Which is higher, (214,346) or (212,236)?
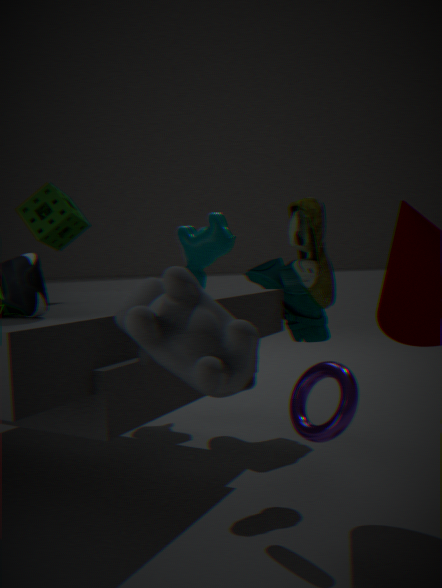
(212,236)
